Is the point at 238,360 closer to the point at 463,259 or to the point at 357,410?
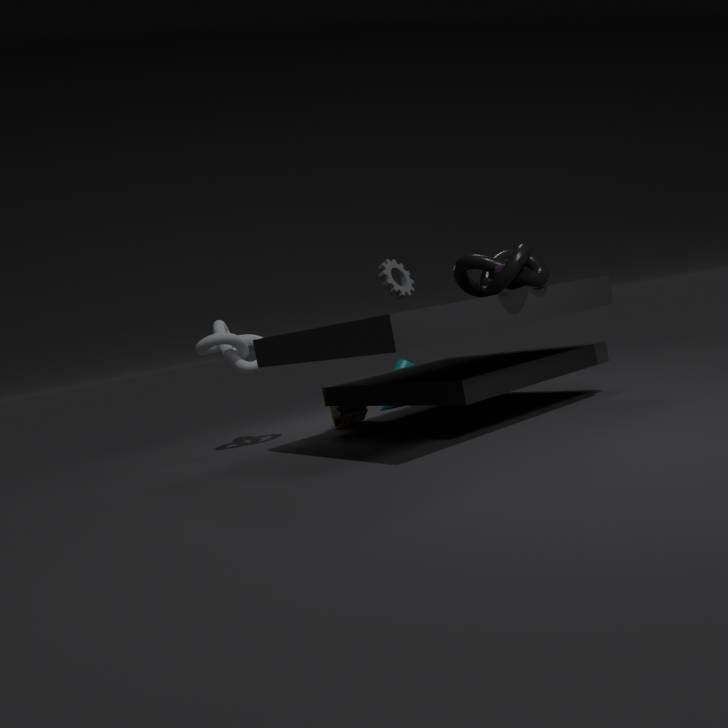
the point at 357,410
